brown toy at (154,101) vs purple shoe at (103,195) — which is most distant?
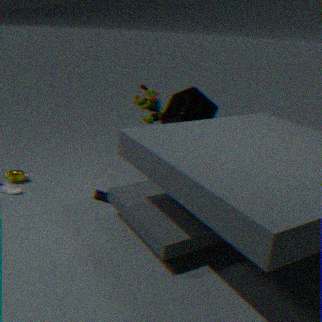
brown toy at (154,101)
